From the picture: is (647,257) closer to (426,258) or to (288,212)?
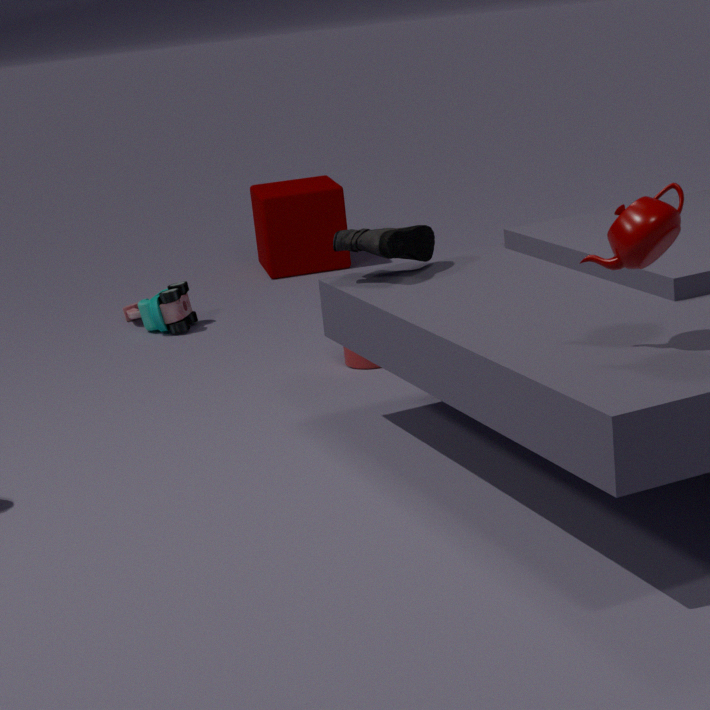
(426,258)
